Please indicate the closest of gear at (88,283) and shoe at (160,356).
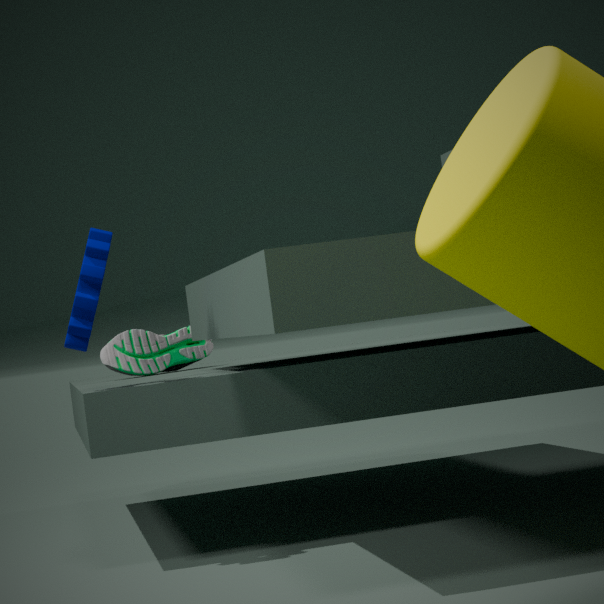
gear at (88,283)
